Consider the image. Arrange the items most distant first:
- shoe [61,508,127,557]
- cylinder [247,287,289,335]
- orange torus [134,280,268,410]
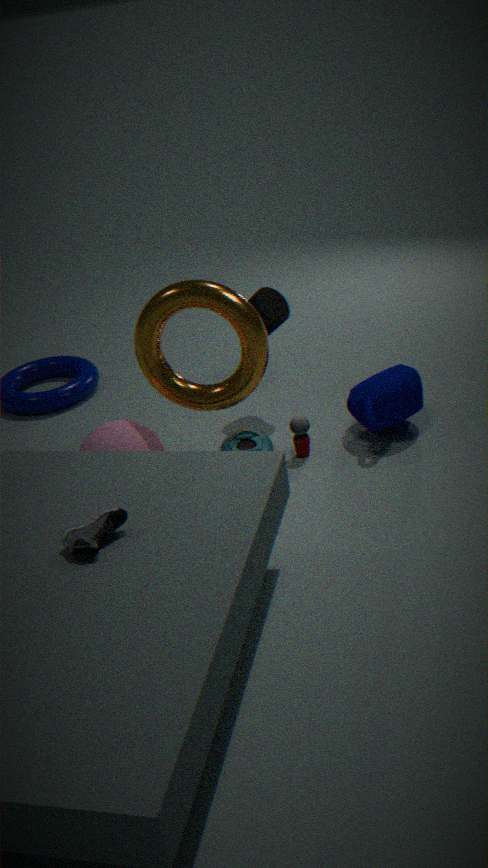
cylinder [247,287,289,335], orange torus [134,280,268,410], shoe [61,508,127,557]
